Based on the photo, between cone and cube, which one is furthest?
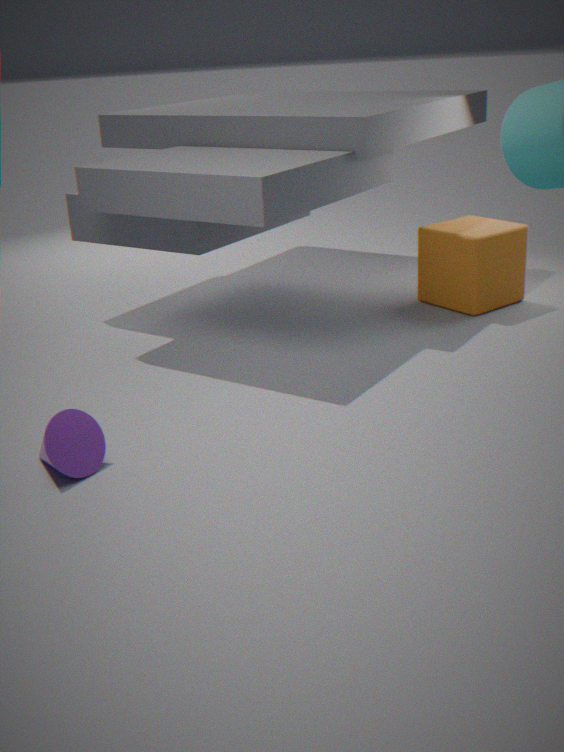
cube
